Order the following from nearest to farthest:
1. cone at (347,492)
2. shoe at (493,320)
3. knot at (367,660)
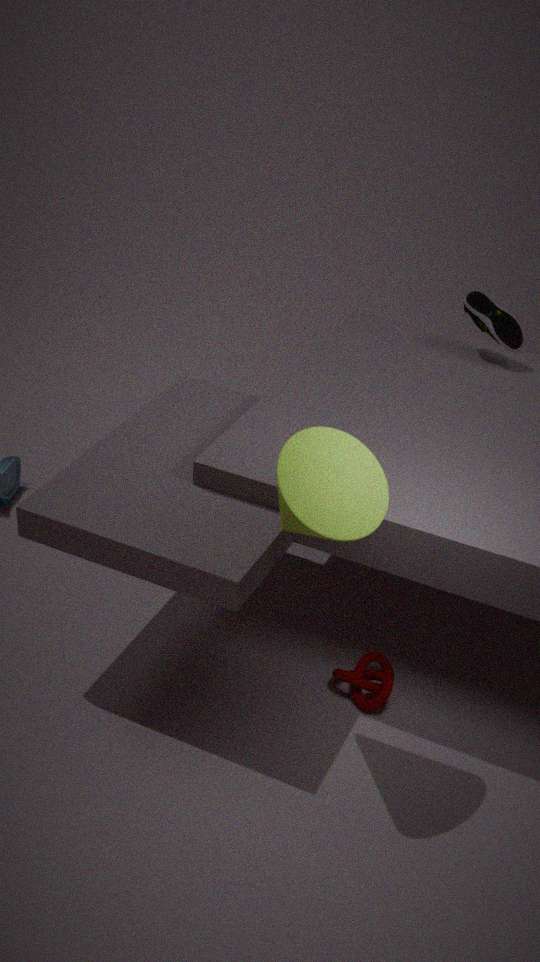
cone at (347,492)
knot at (367,660)
shoe at (493,320)
